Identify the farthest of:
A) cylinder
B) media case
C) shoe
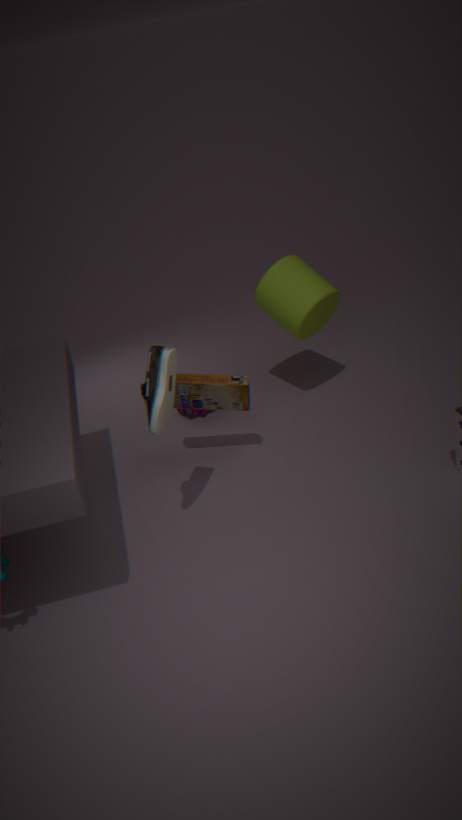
cylinder
